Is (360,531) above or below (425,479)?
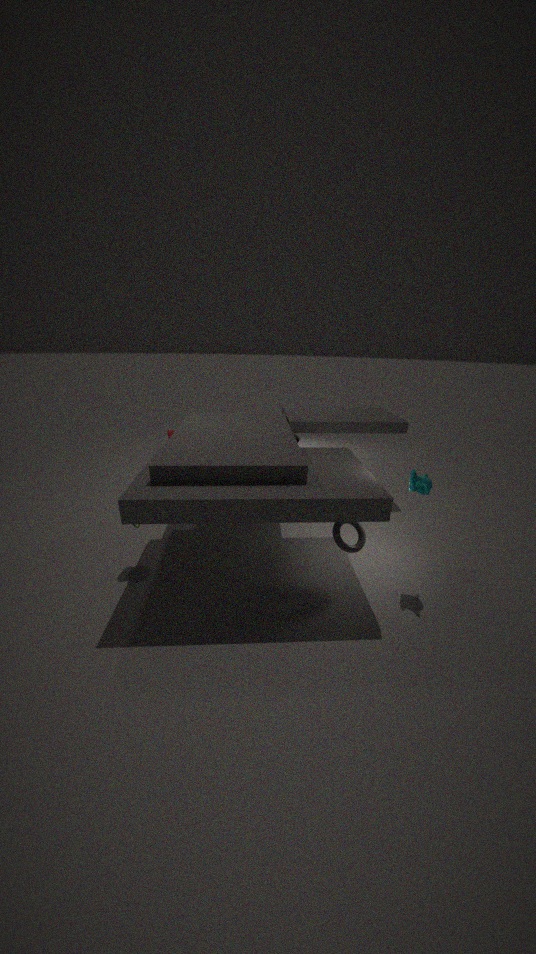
below
